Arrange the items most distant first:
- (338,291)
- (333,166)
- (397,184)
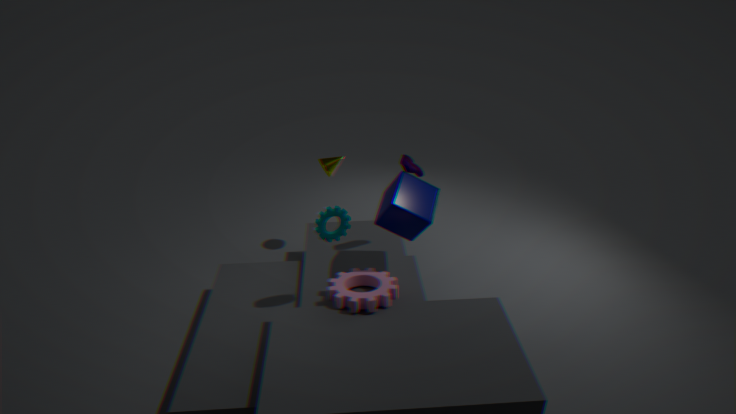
1. (333,166)
2. (397,184)
3. (338,291)
